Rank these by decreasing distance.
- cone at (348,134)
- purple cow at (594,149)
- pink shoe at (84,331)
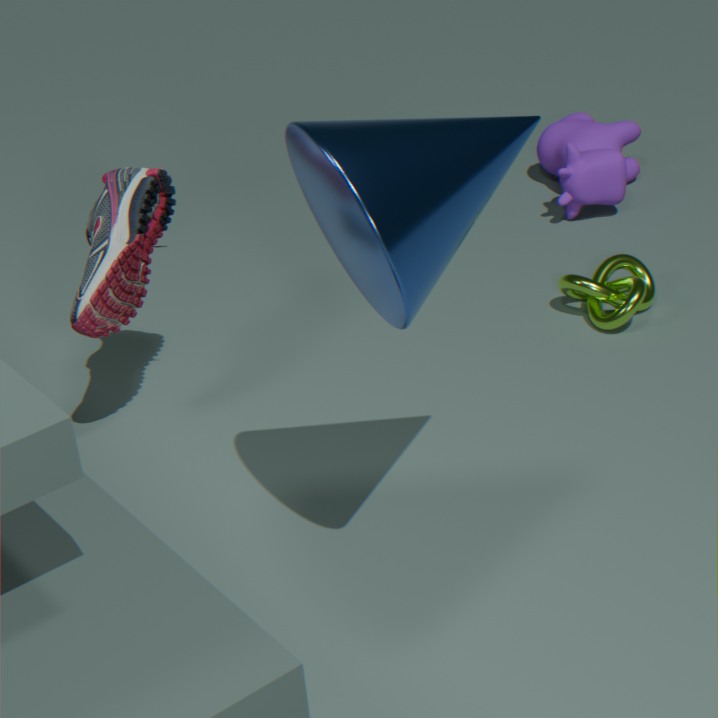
purple cow at (594,149) < pink shoe at (84,331) < cone at (348,134)
